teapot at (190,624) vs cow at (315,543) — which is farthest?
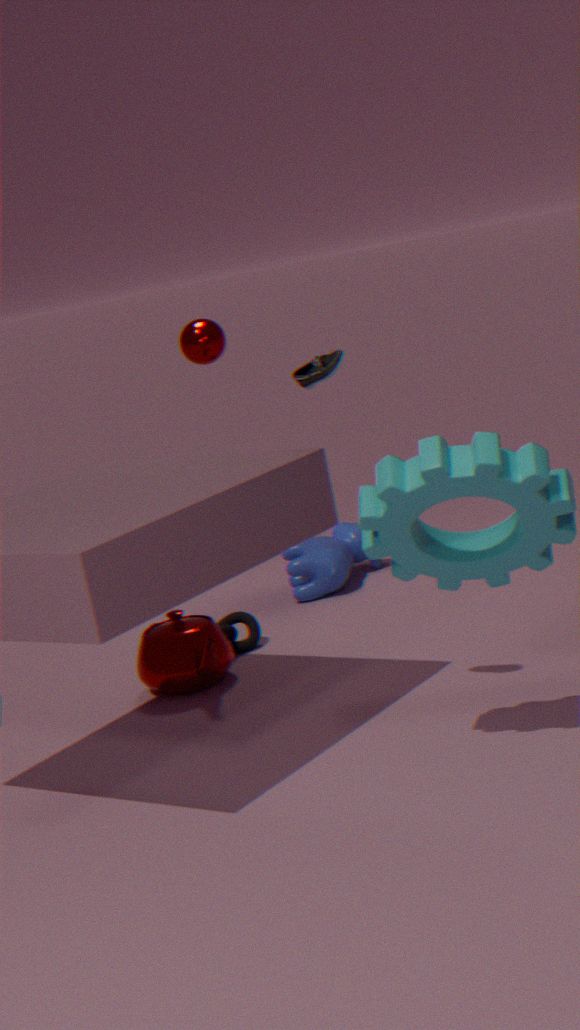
cow at (315,543)
